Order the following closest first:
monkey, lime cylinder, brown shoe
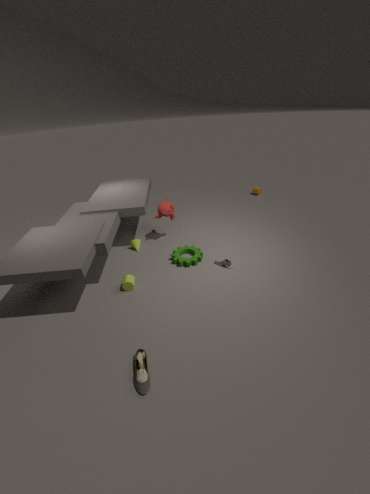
1. brown shoe
2. lime cylinder
3. monkey
